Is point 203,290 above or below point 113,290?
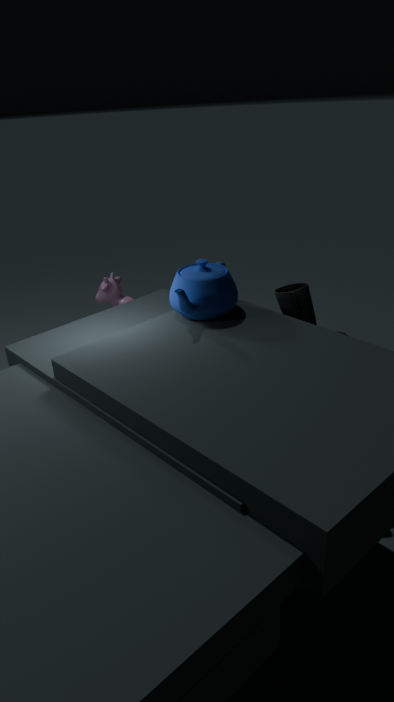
above
